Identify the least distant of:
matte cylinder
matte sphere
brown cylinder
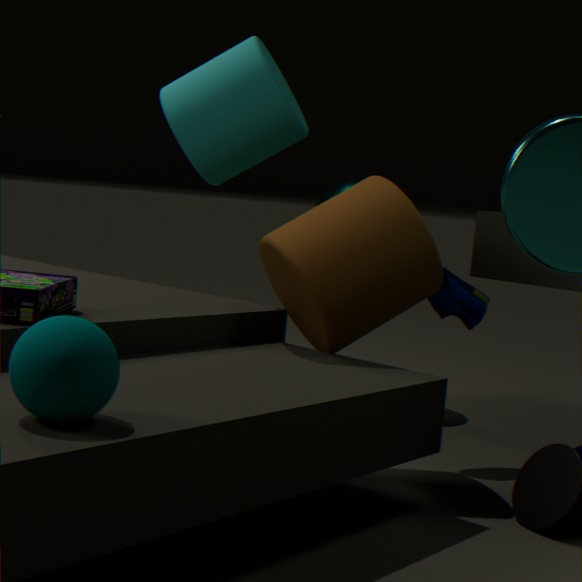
matte sphere
